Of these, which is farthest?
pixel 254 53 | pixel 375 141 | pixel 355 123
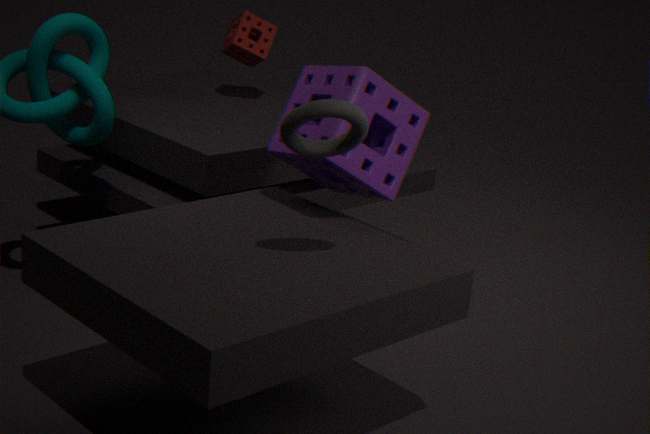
pixel 254 53
